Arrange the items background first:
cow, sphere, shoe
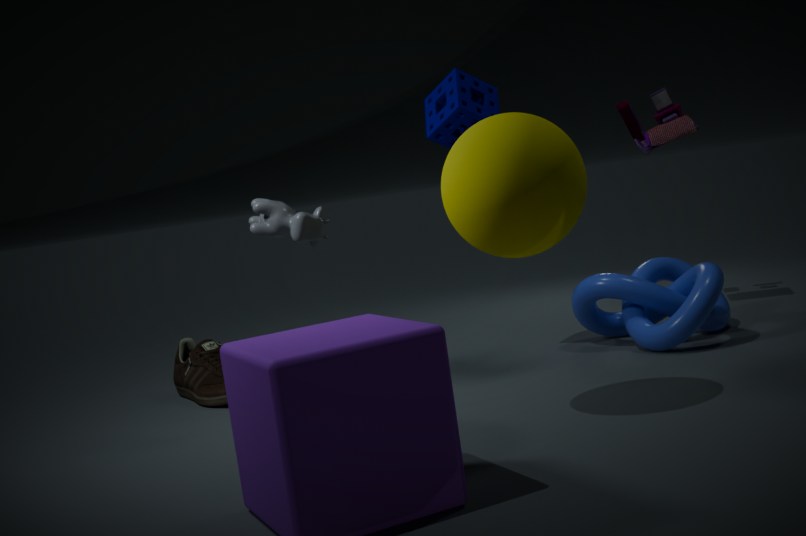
shoe → cow → sphere
